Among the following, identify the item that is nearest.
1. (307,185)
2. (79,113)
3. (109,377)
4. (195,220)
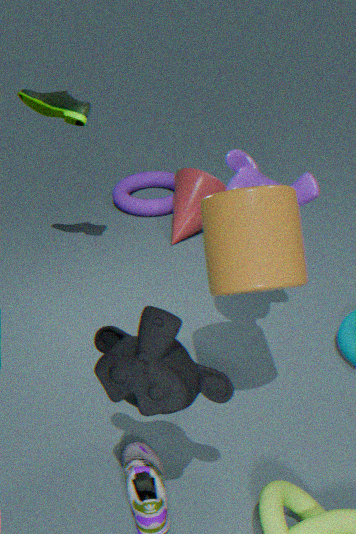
(109,377)
